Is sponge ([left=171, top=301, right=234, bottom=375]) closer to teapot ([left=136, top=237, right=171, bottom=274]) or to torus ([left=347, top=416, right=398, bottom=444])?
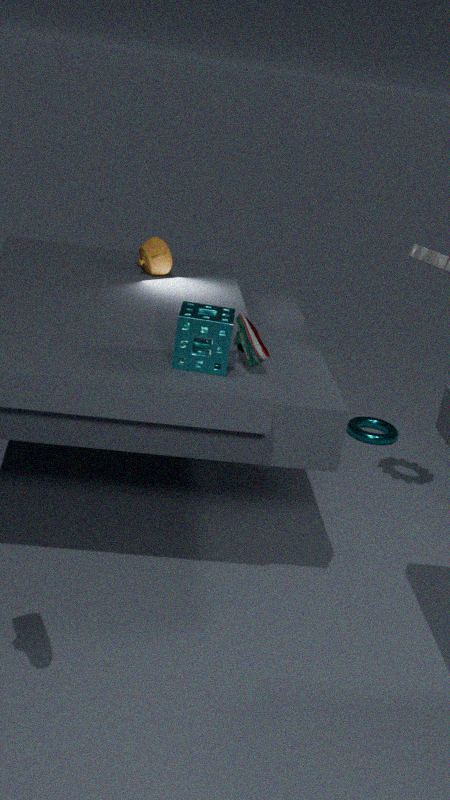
teapot ([left=136, top=237, right=171, bottom=274])
